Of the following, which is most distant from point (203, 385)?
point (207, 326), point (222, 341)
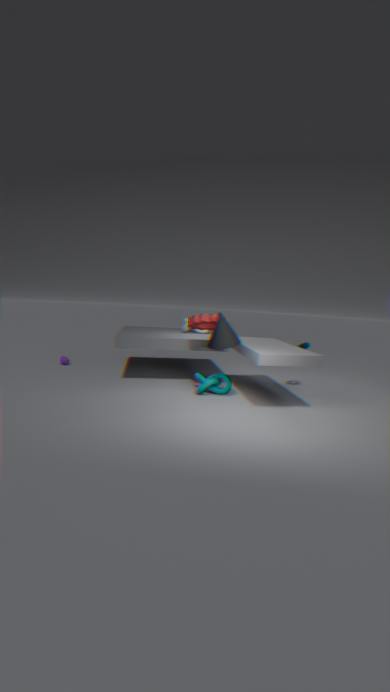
point (207, 326)
